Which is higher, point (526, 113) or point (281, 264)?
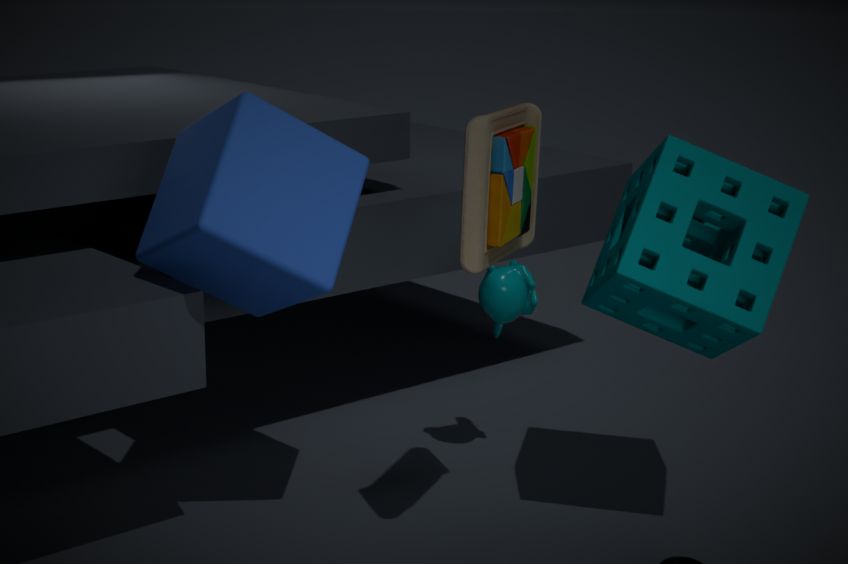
point (526, 113)
